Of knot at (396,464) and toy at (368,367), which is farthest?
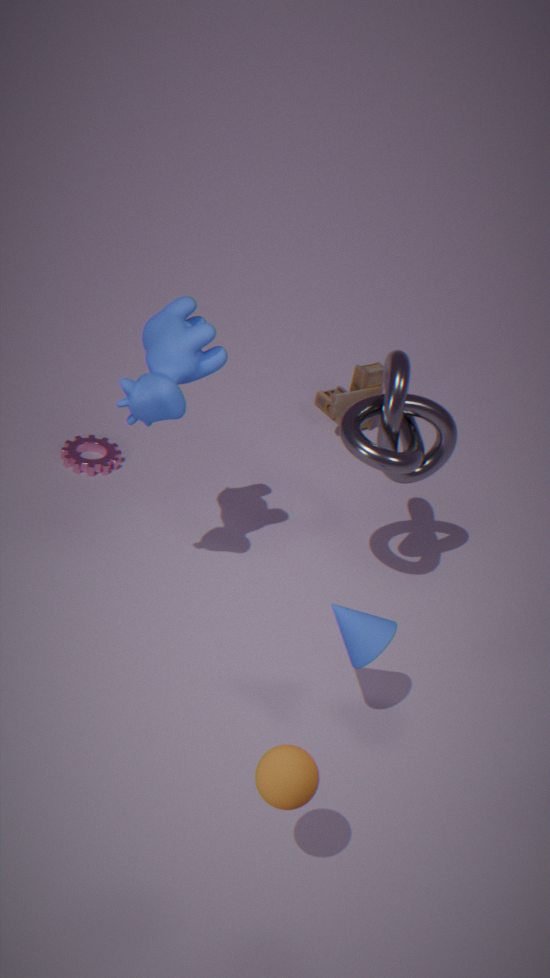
toy at (368,367)
